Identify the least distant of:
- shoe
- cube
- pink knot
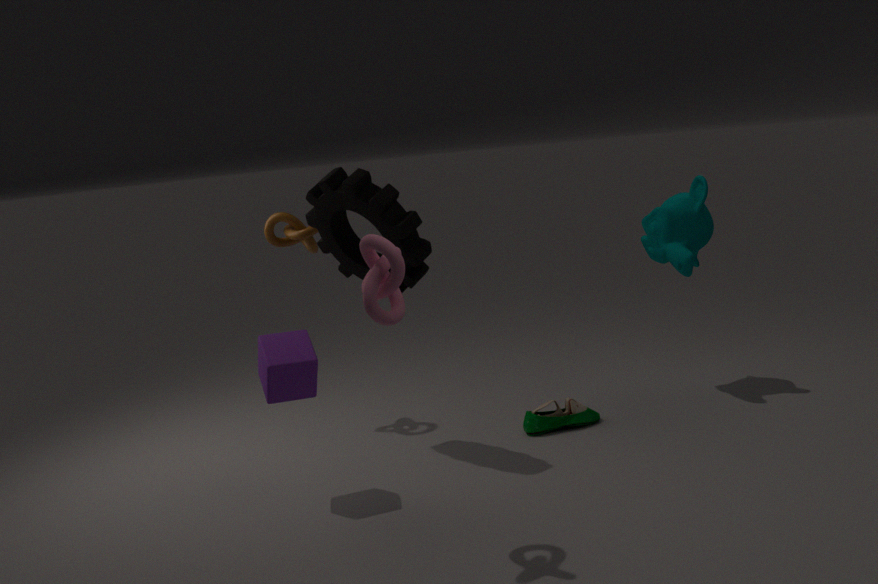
pink knot
